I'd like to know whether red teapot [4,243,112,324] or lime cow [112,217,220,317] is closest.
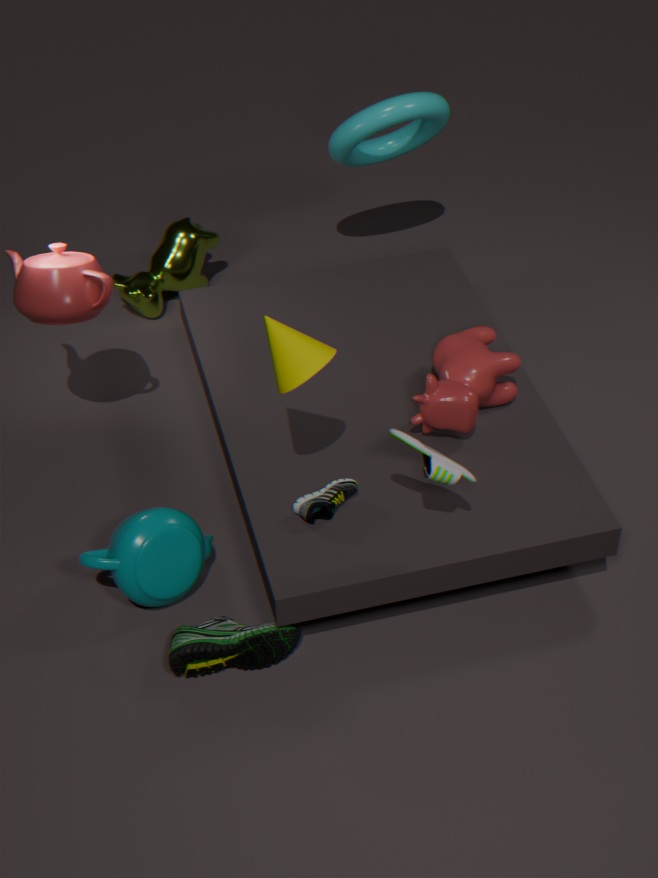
red teapot [4,243,112,324]
